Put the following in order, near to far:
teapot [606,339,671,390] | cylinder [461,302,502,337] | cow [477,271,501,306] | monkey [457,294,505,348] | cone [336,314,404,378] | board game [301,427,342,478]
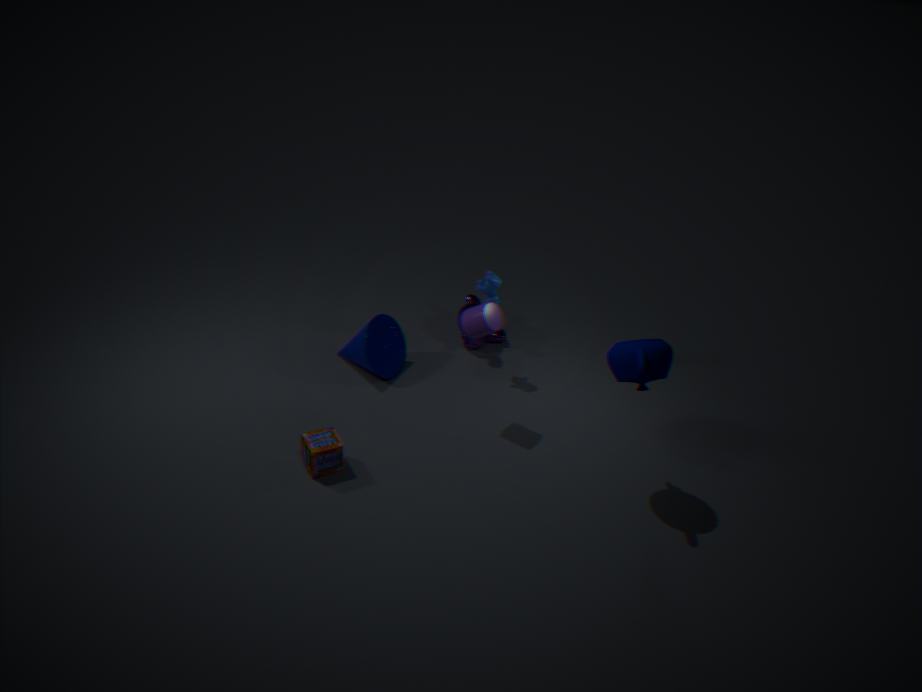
teapot [606,339,671,390], board game [301,427,342,478], cylinder [461,302,502,337], cow [477,271,501,306], cone [336,314,404,378], monkey [457,294,505,348]
